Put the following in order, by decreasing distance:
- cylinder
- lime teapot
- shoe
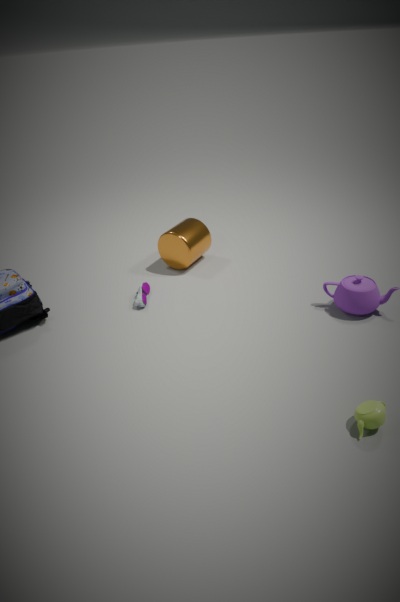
cylinder, shoe, lime teapot
